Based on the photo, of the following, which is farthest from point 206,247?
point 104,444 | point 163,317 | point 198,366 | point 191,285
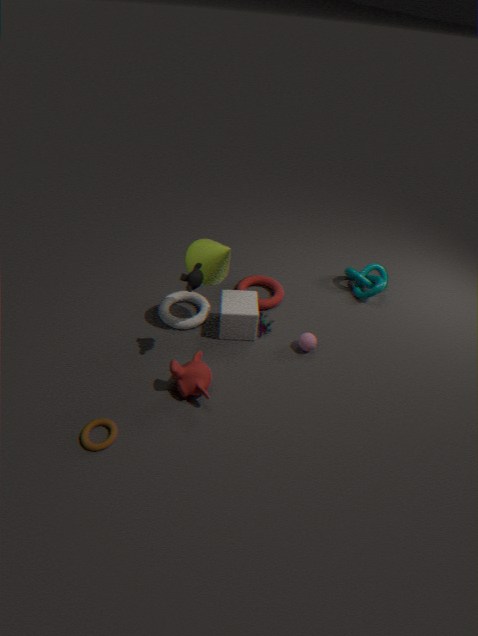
point 104,444
